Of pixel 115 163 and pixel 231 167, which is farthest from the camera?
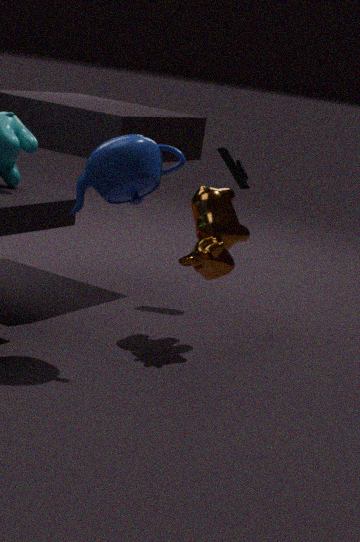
pixel 231 167
